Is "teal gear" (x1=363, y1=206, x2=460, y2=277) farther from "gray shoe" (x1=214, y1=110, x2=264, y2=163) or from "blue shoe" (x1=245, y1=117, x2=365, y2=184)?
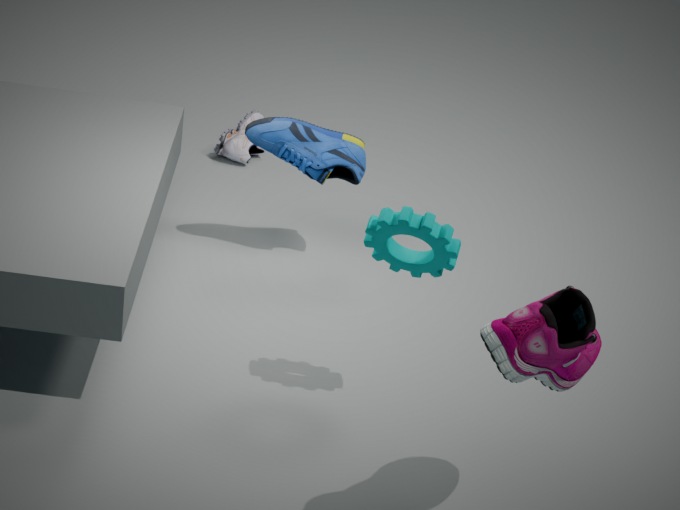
"gray shoe" (x1=214, y1=110, x2=264, y2=163)
